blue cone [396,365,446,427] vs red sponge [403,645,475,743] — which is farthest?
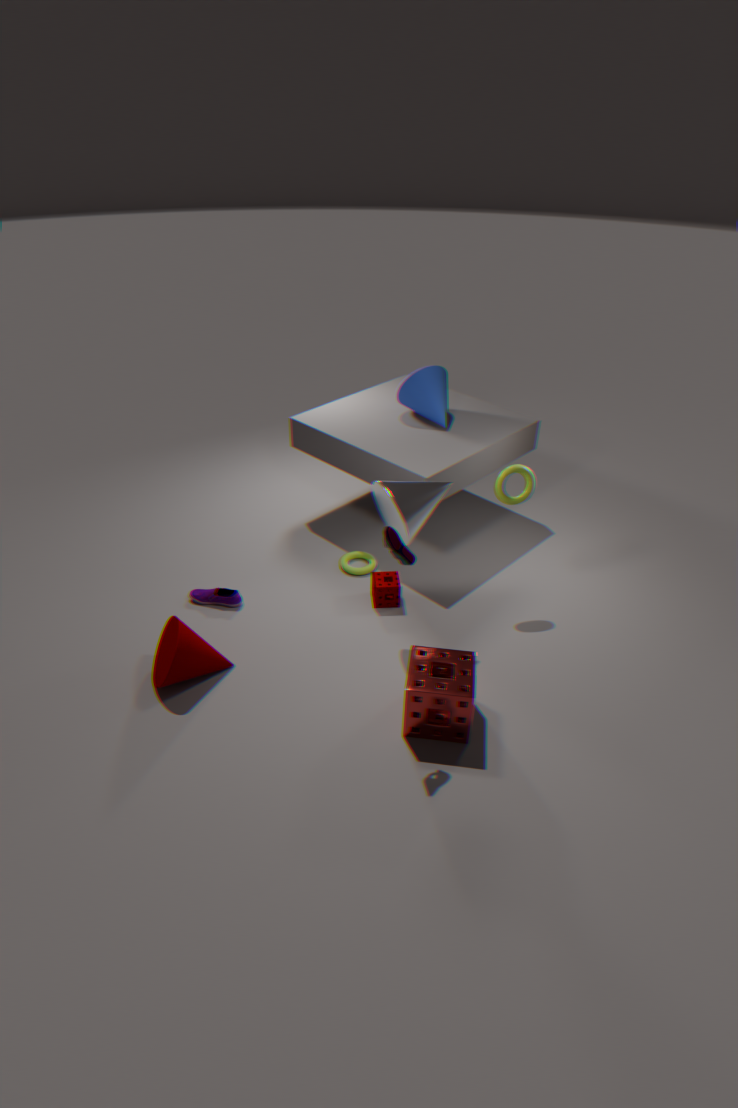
blue cone [396,365,446,427]
